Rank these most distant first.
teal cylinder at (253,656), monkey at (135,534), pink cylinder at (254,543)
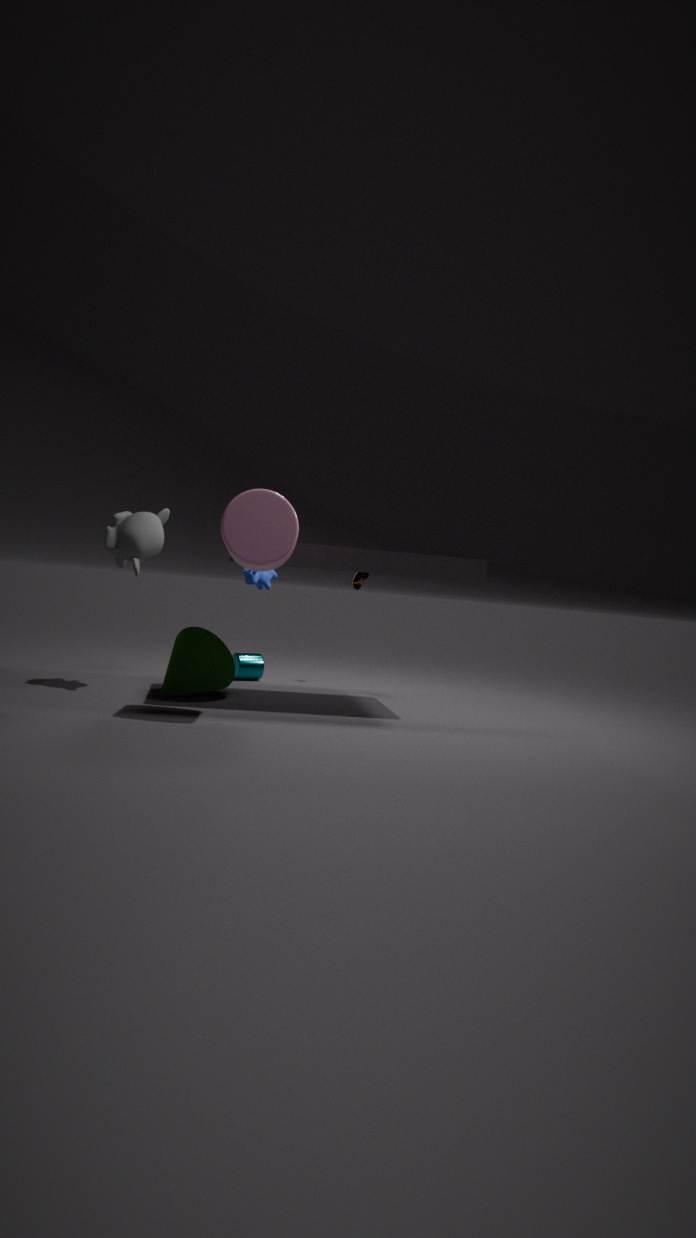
teal cylinder at (253,656), monkey at (135,534), pink cylinder at (254,543)
